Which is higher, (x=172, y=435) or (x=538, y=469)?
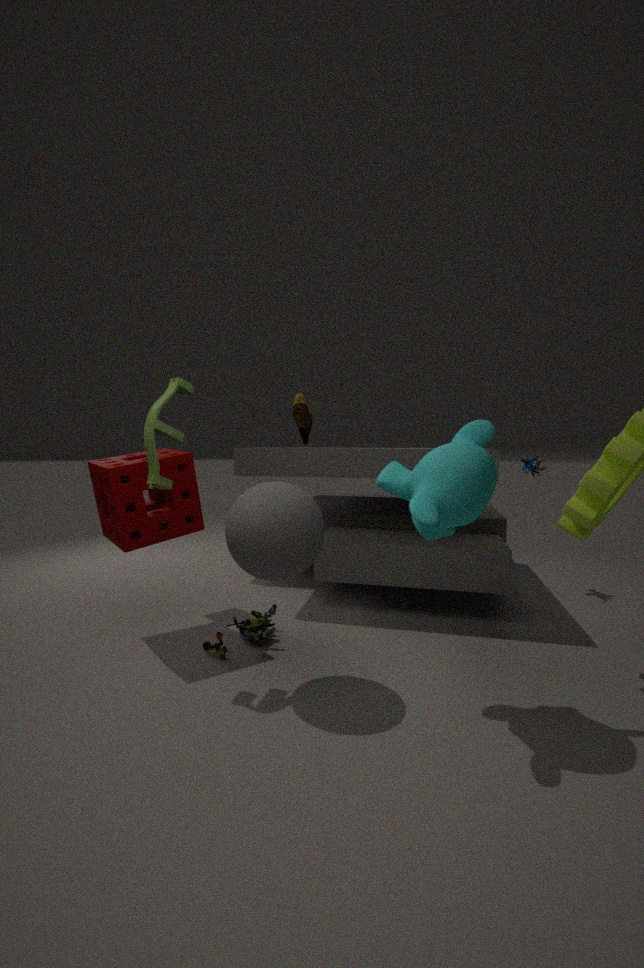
(x=172, y=435)
